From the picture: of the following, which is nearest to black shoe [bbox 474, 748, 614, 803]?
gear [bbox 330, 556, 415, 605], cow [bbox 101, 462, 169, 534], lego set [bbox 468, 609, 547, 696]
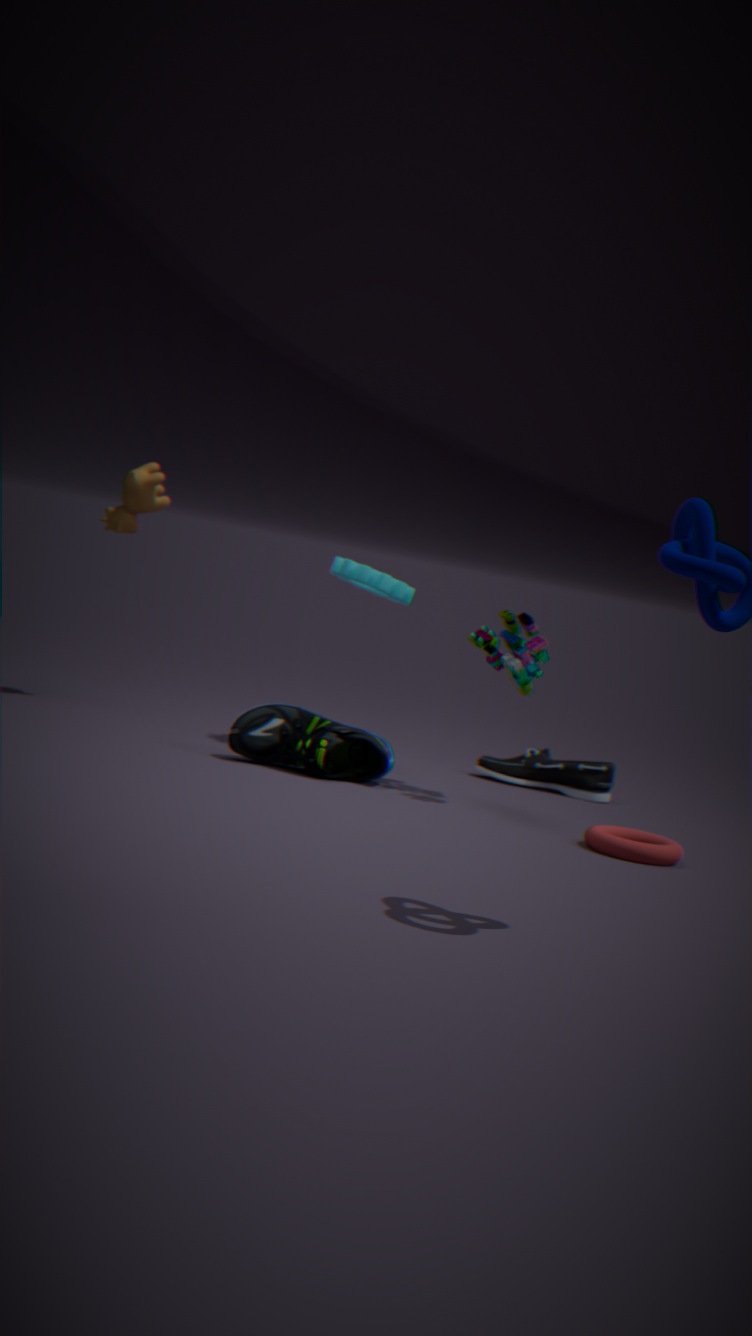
lego set [bbox 468, 609, 547, 696]
